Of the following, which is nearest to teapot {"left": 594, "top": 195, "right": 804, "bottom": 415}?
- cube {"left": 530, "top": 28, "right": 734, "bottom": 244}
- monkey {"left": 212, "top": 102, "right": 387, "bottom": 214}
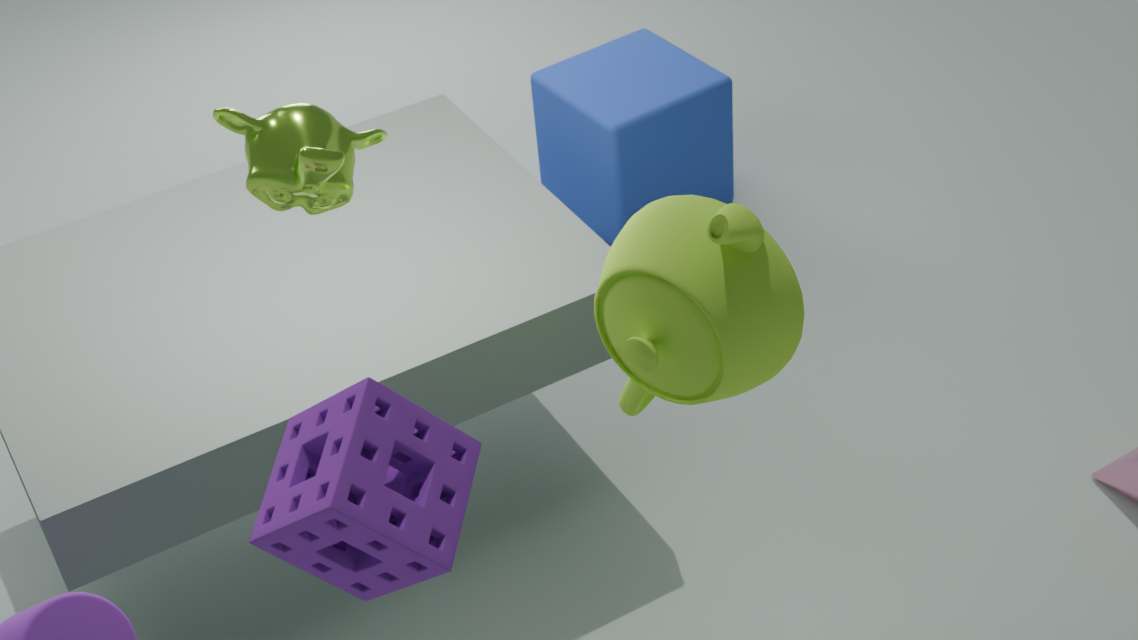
monkey {"left": 212, "top": 102, "right": 387, "bottom": 214}
